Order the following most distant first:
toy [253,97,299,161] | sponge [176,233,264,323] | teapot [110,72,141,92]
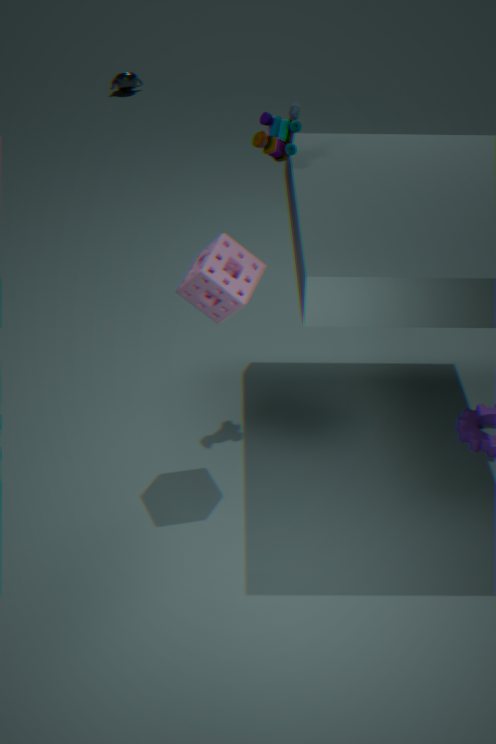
teapot [110,72,141,92], toy [253,97,299,161], sponge [176,233,264,323]
